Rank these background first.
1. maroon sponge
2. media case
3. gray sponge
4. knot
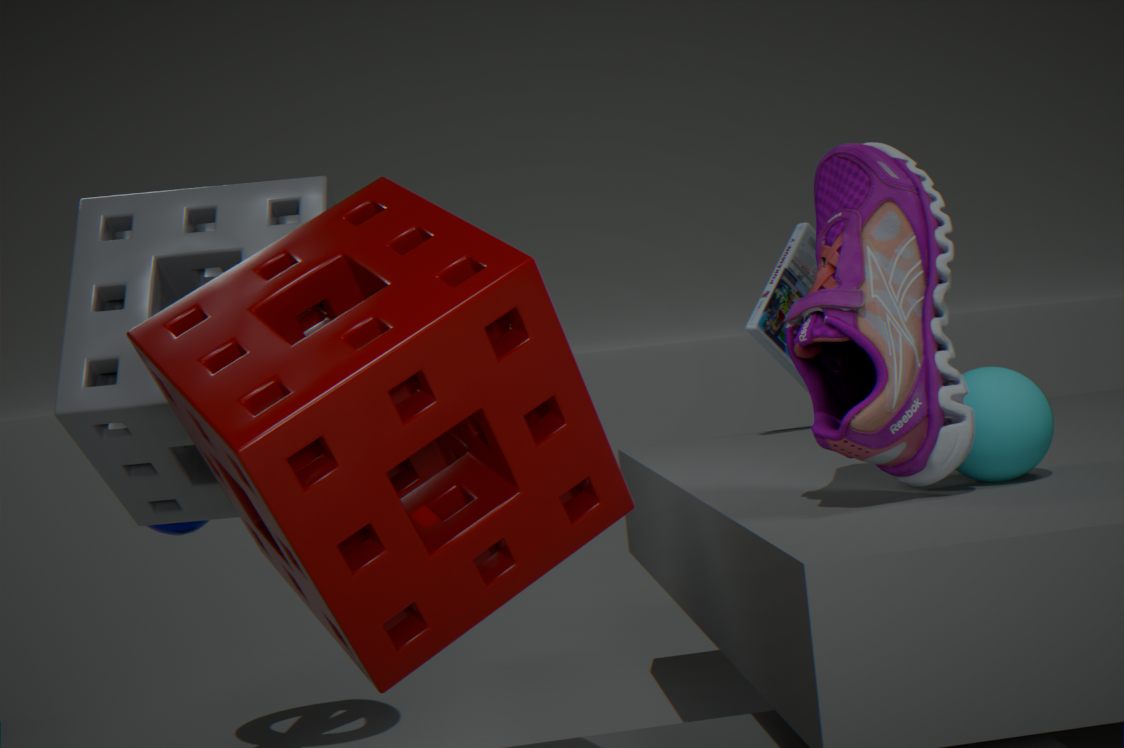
media case < knot < gray sponge < maroon sponge
